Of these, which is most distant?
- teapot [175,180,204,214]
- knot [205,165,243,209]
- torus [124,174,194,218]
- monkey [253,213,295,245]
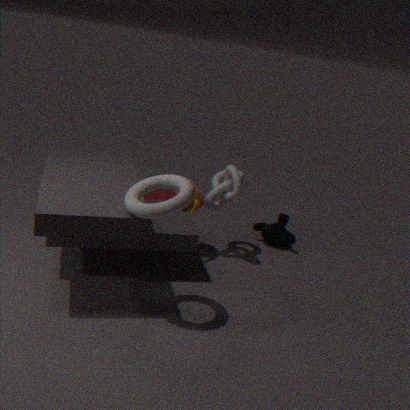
monkey [253,213,295,245]
